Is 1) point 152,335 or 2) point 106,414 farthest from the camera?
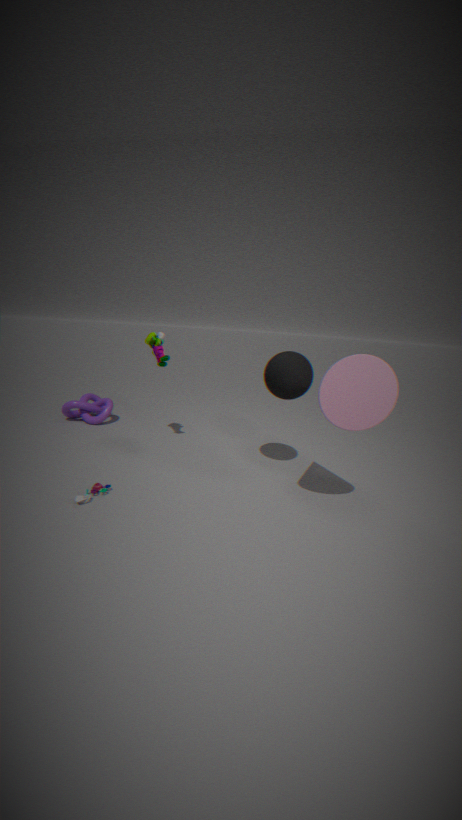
2. point 106,414
